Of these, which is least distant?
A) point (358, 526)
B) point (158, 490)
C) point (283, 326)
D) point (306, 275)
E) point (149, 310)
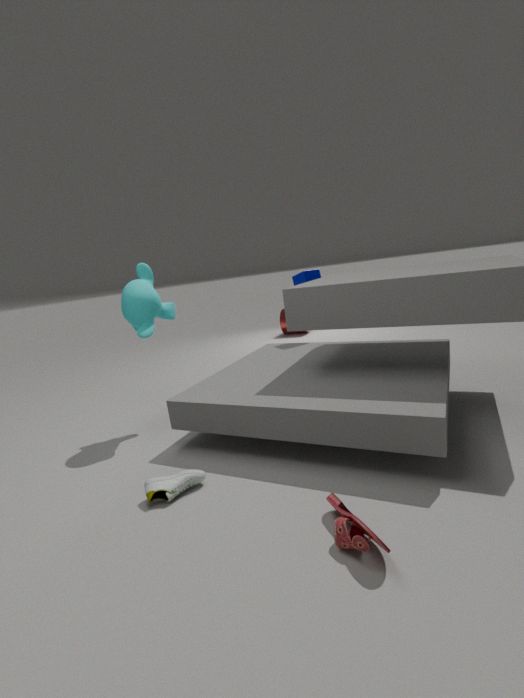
point (358, 526)
